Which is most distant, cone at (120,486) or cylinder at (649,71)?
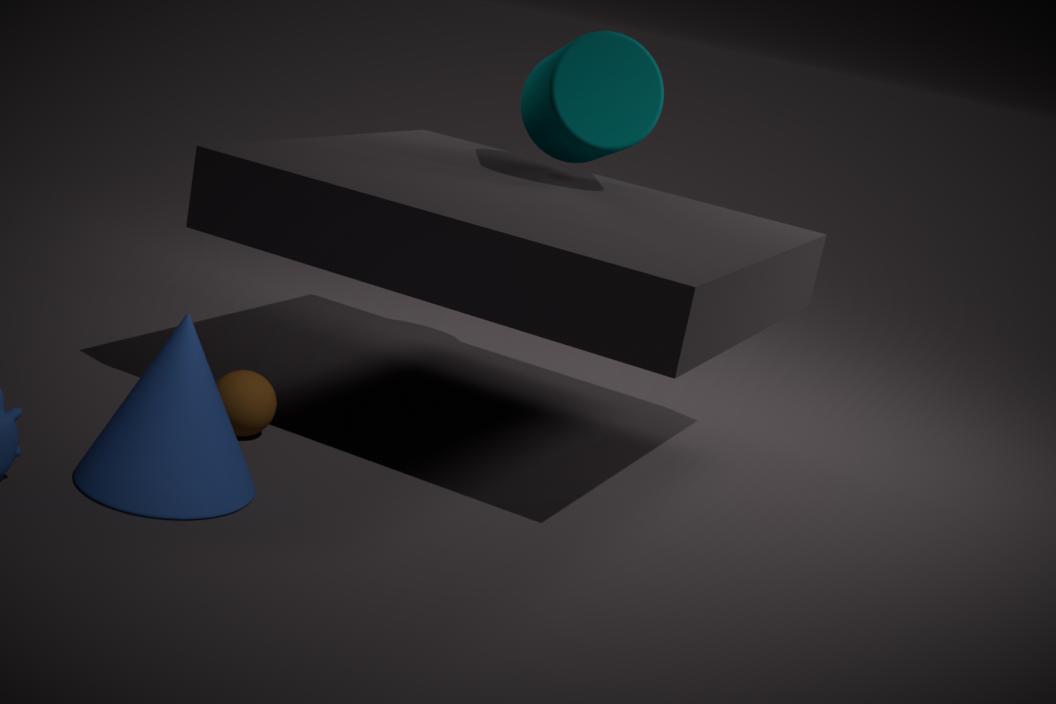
cylinder at (649,71)
